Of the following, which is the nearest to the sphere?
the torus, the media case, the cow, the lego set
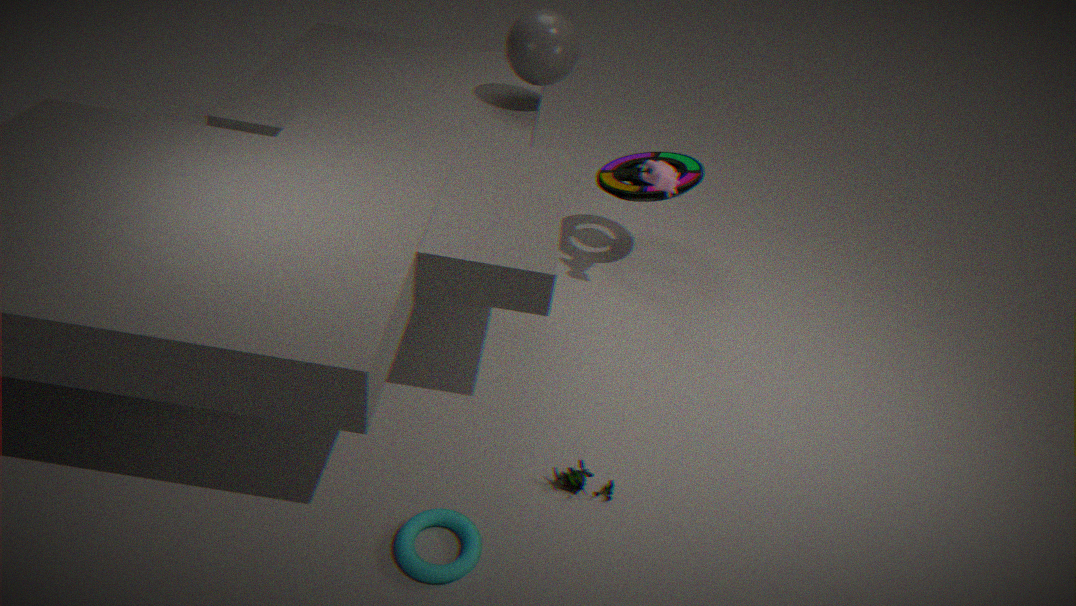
the media case
